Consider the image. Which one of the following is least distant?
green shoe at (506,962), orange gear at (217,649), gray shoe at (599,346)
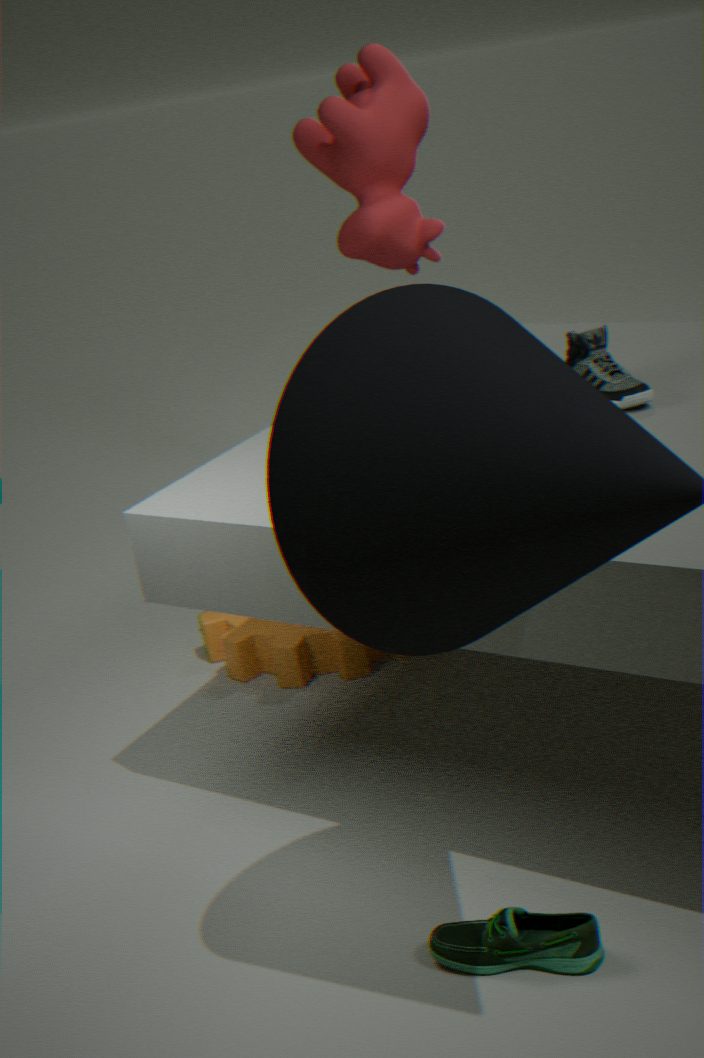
green shoe at (506,962)
